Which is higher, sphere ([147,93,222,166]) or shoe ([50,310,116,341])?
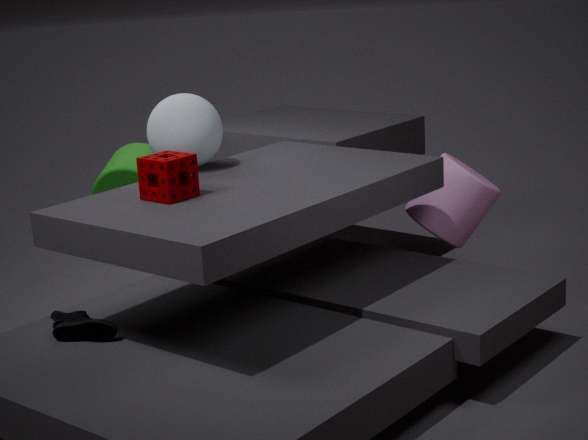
sphere ([147,93,222,166])
